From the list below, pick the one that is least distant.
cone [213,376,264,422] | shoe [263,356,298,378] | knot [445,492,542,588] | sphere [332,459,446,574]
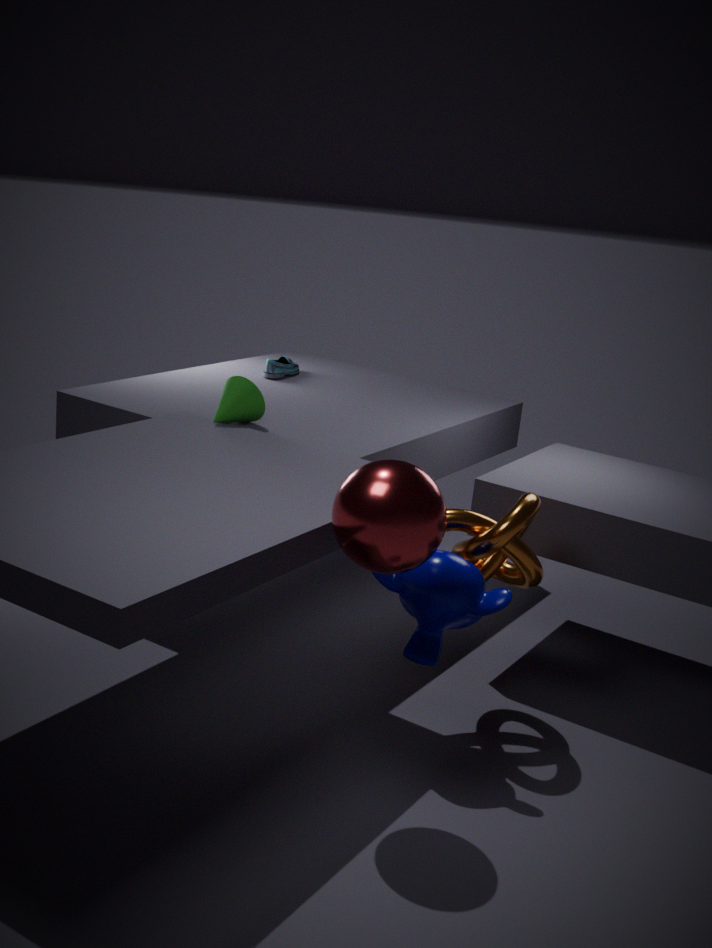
sphere [332,459,446,574]
